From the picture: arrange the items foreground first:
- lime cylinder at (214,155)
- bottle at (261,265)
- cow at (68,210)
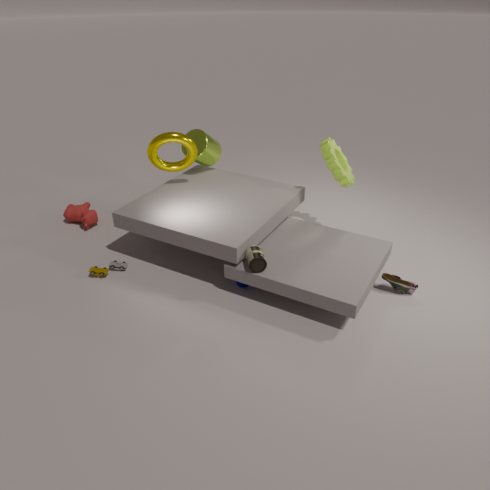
bottle at (261,265)
lime cylinder at (214,155)
cow at (68,210)
